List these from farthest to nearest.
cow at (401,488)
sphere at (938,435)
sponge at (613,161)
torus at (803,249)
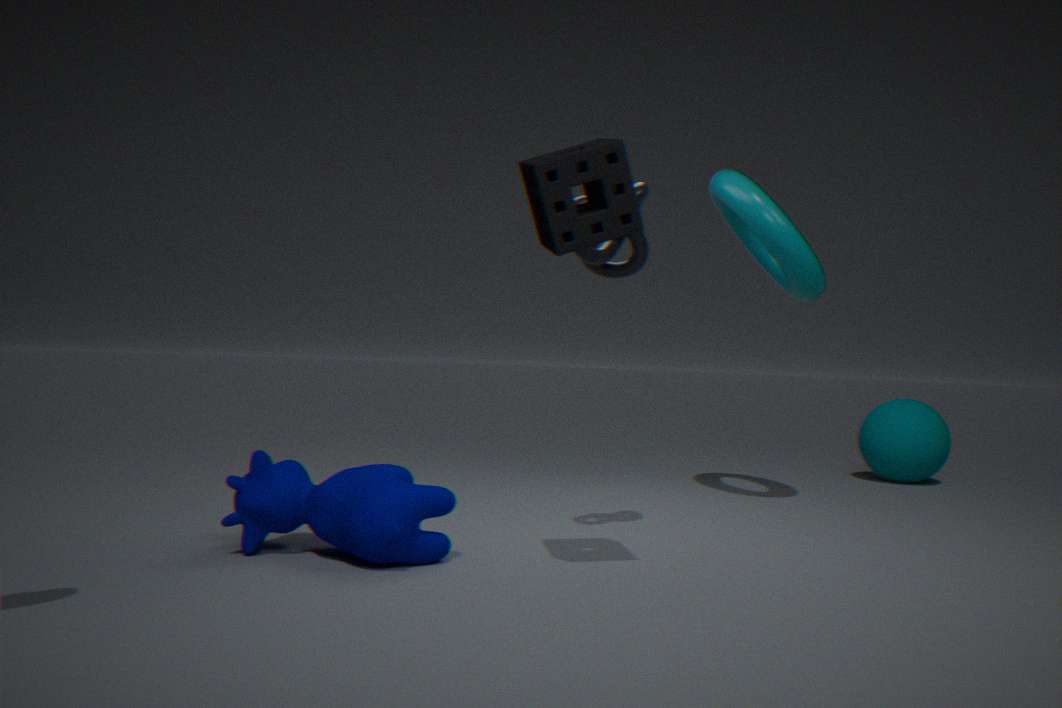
sphere at (938,435), torus at (803,249), cow at (401,488), sponge at (613,161)
